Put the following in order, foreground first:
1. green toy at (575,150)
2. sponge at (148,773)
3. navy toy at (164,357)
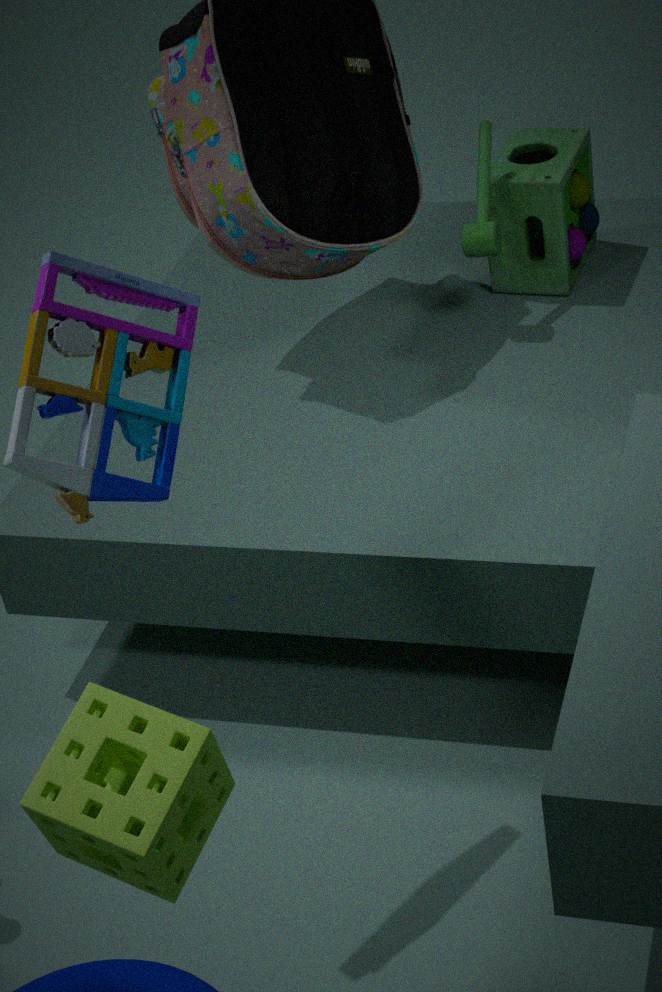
sponge at (148,773), navy toy at (164,357), green toy at (575,150)
